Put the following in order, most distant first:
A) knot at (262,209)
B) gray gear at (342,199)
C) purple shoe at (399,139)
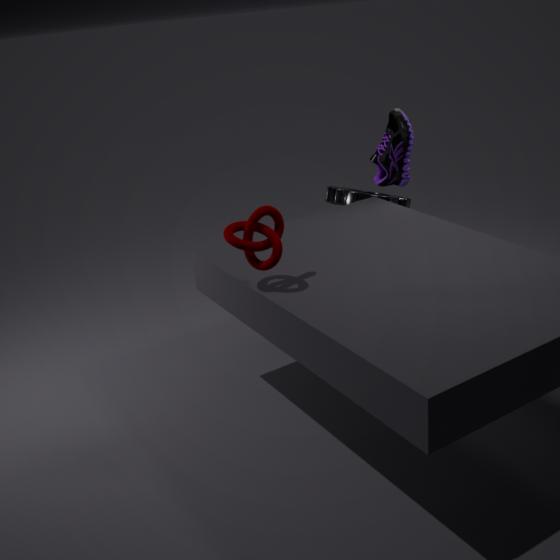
gray gear at (342,199) < purple shoe at (399,139) < knot at (262,209)
